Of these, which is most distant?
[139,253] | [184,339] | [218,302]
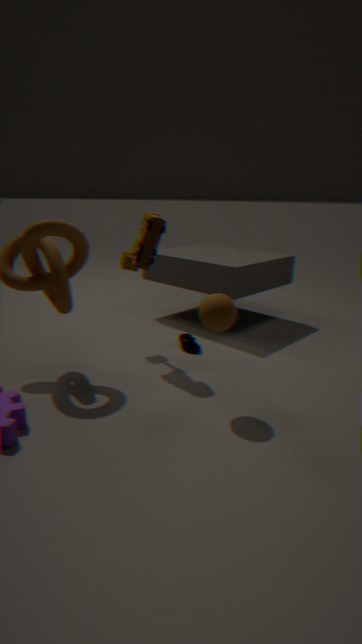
[184,339]
